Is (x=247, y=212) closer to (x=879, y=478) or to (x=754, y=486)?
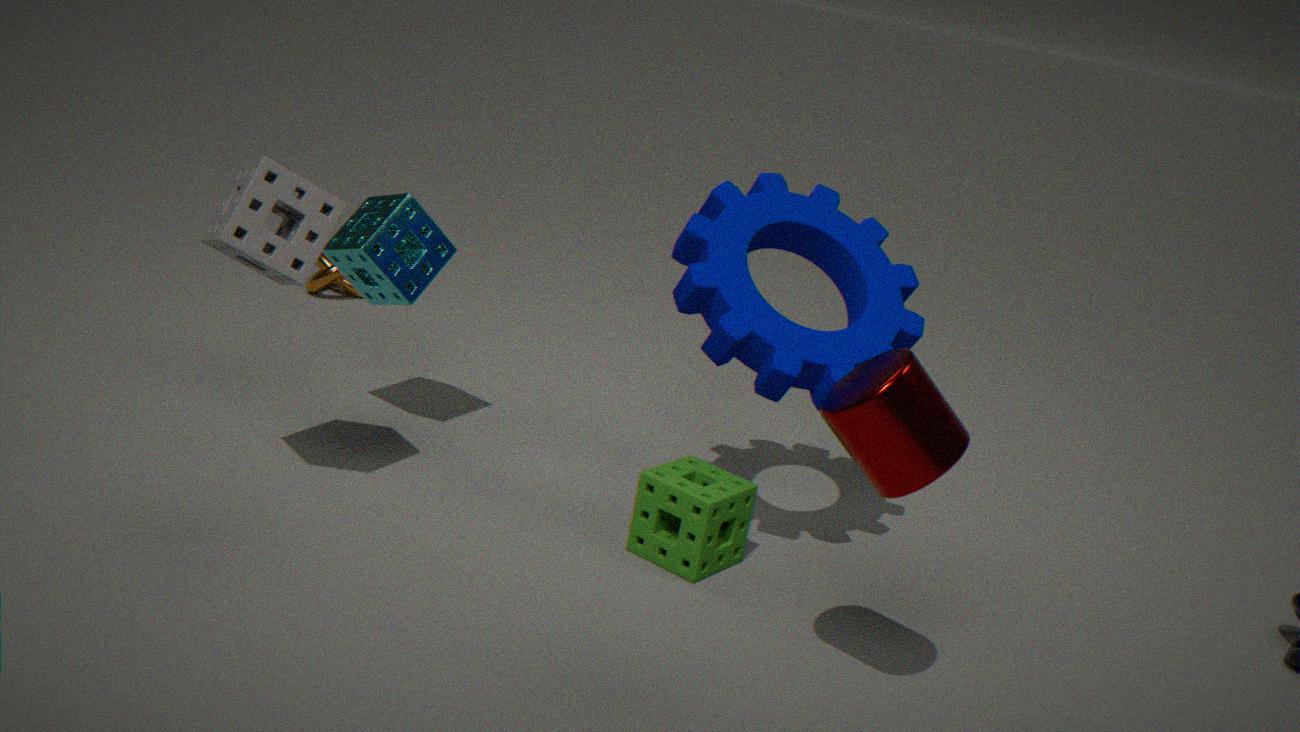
(x=754, y=486)
